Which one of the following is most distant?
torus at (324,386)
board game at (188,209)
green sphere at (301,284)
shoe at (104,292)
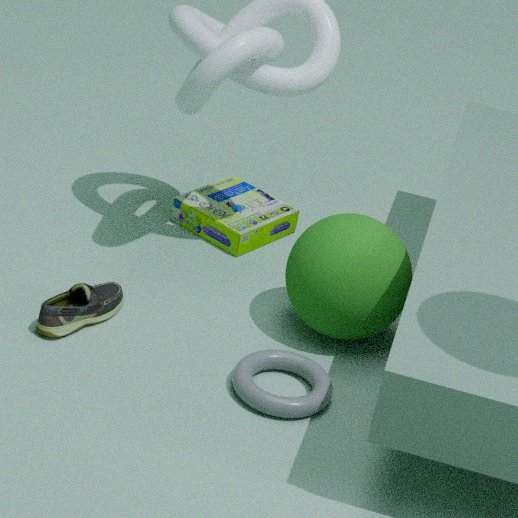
board game at (188,209)
